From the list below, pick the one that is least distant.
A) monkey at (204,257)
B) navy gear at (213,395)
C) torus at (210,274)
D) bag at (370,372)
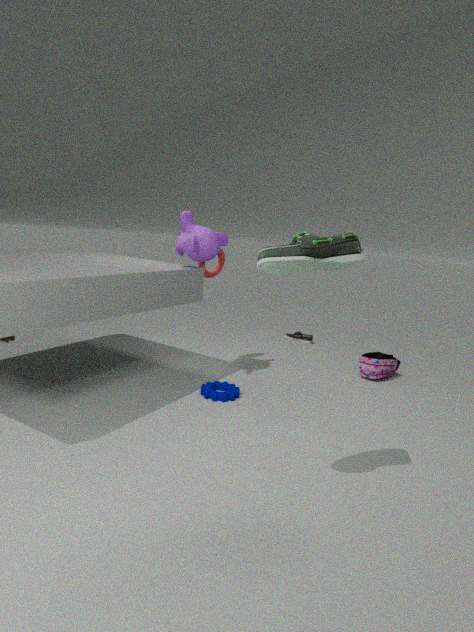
navy gear at (213,395)
